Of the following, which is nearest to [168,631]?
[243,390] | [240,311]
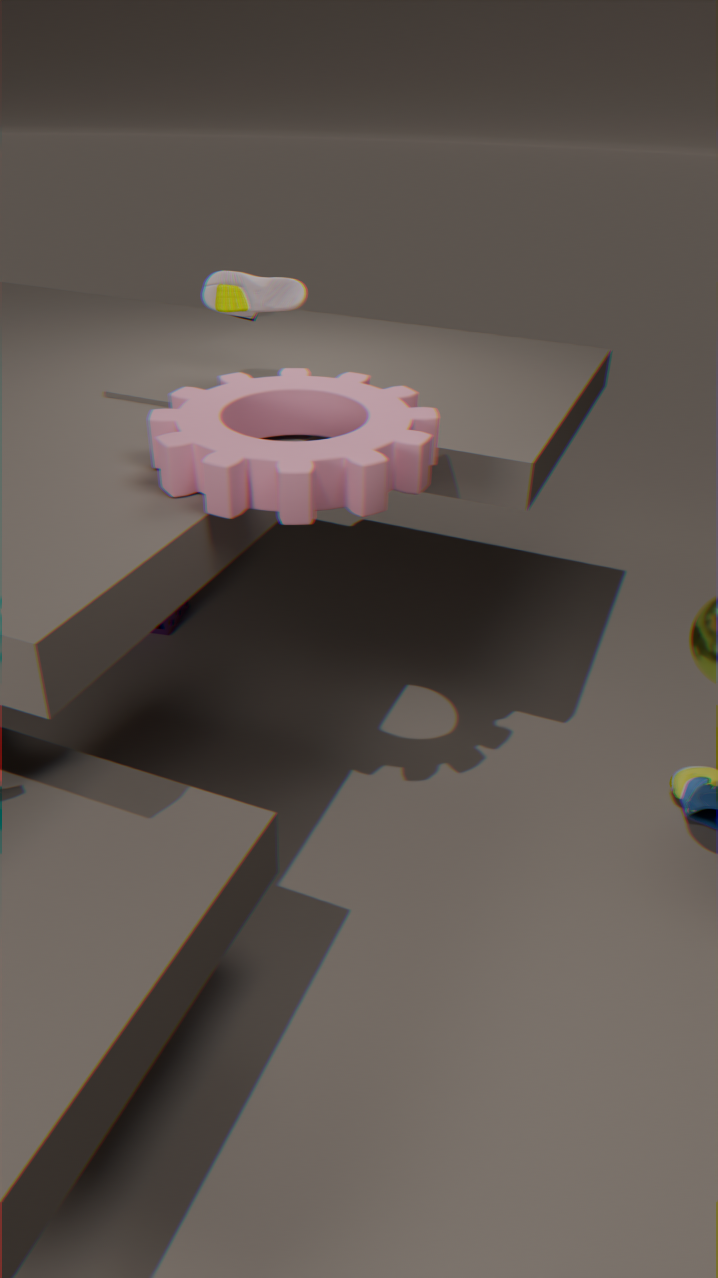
[240,311]
